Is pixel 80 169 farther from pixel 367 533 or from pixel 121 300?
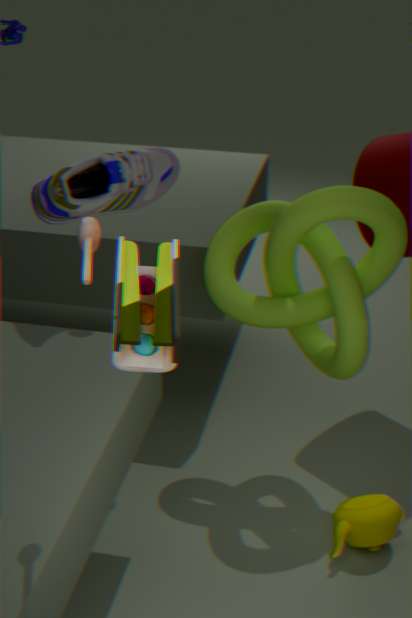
pixel 367 533
